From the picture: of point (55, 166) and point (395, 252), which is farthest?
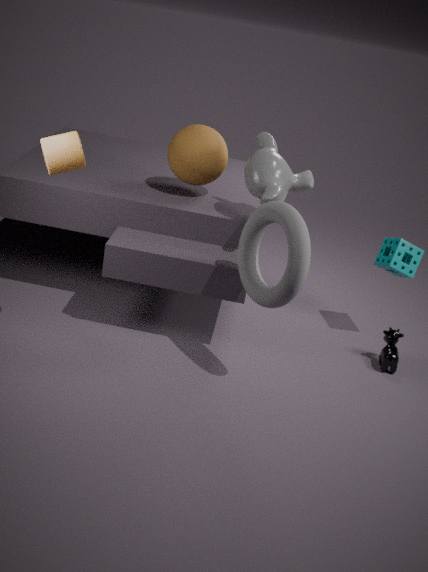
point (395, 252)
